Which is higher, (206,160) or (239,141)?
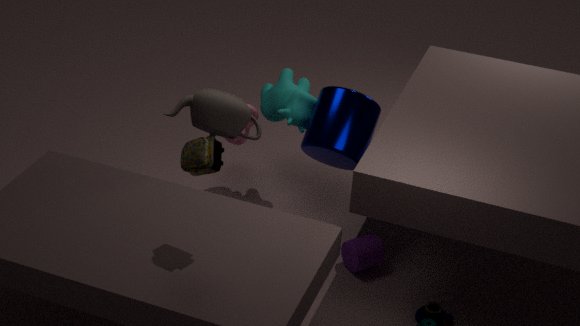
(206,160)
